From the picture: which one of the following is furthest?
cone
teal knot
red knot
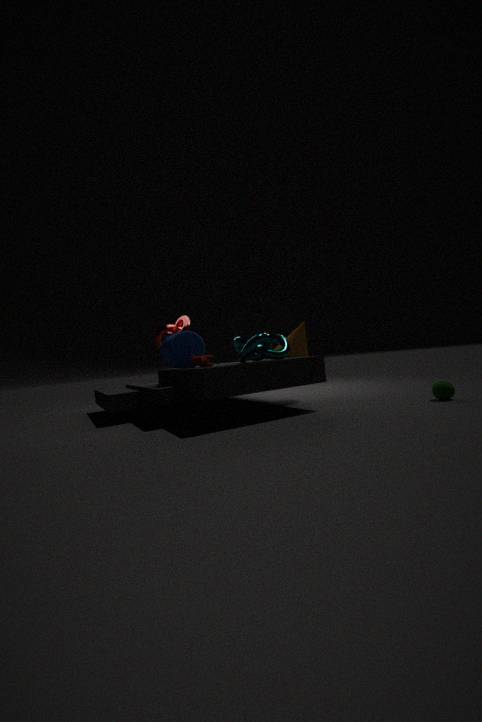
red knot
